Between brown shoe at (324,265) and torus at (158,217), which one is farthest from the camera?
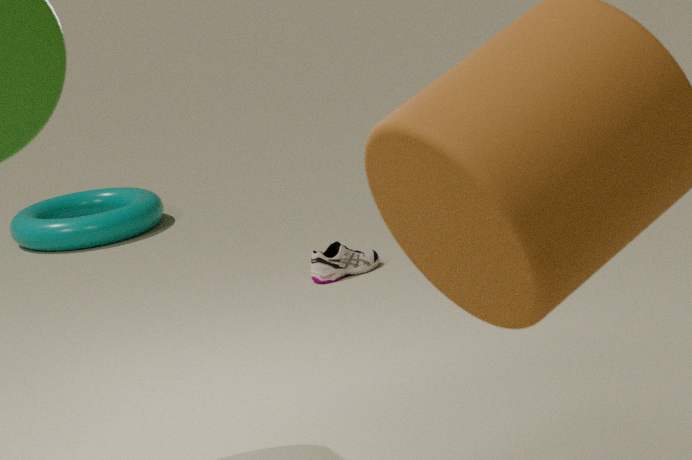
torus at (158,217)
